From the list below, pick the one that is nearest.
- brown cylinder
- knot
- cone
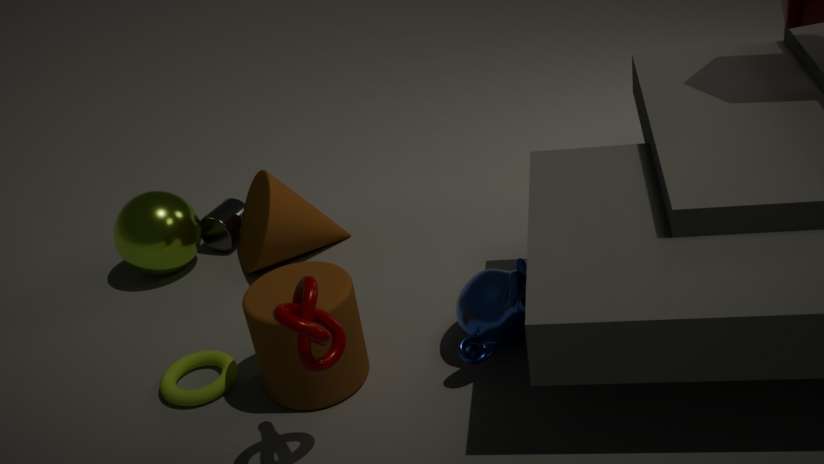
knot
